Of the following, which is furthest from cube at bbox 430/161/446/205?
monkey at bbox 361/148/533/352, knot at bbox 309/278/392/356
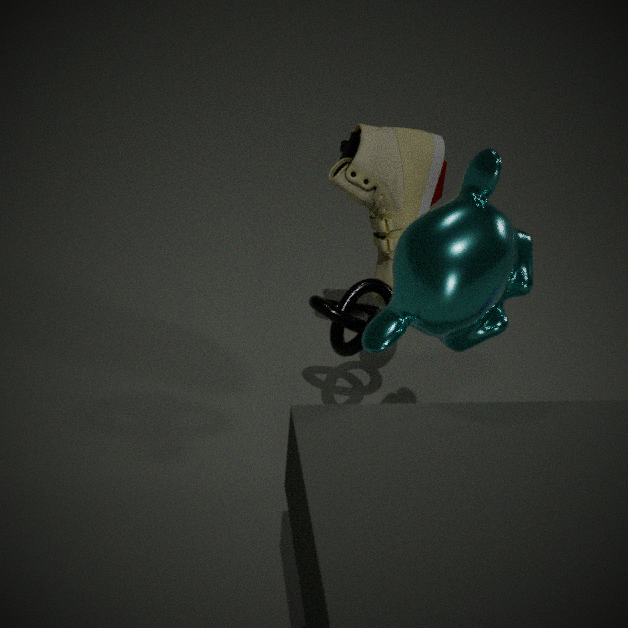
monkey at bbox 361/148/533/352
